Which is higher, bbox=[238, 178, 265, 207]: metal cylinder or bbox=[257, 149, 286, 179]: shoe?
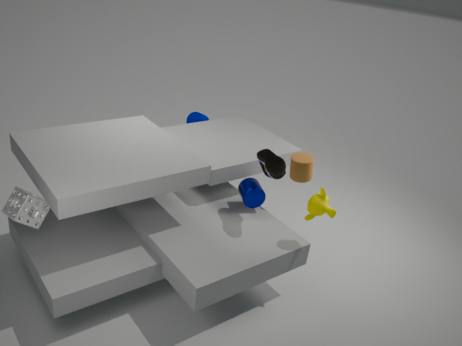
bbox=[257, 149, 286, 179]: shoe
